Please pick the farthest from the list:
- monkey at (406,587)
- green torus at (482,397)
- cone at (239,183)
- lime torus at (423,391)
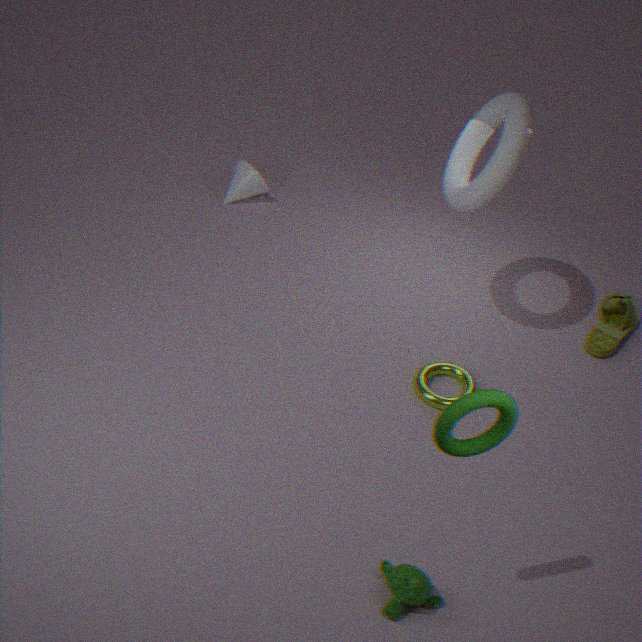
cone at (239,183)
